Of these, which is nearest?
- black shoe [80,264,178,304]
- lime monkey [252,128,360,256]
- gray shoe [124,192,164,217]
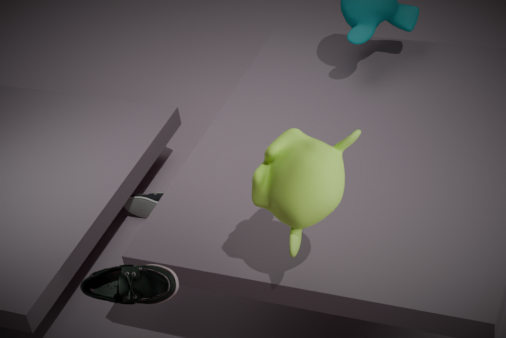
black shoe [80,264,178,304]
